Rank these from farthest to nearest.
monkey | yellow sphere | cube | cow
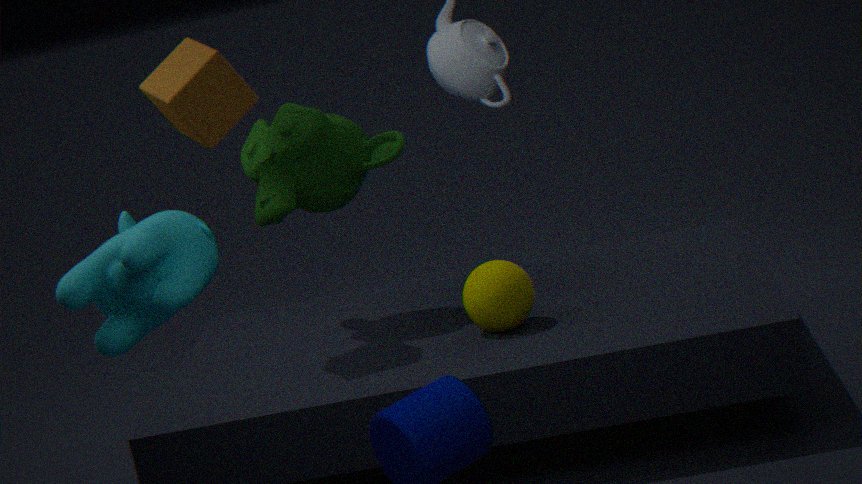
monkey
yellow sphere
cube
cow
